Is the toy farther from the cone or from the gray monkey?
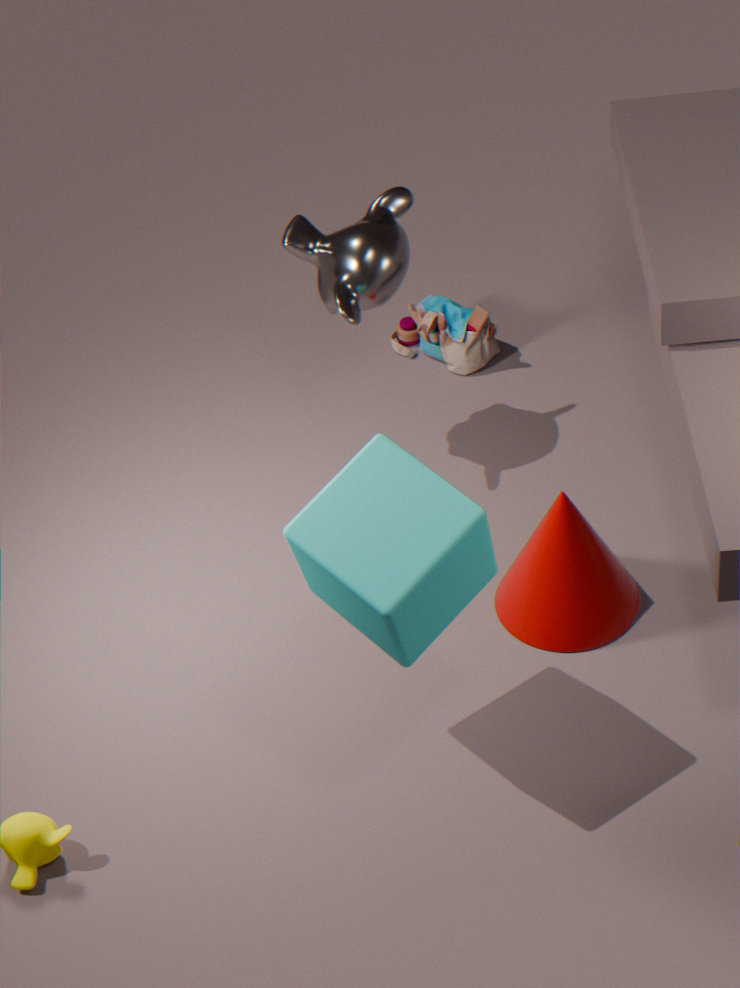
the cone
